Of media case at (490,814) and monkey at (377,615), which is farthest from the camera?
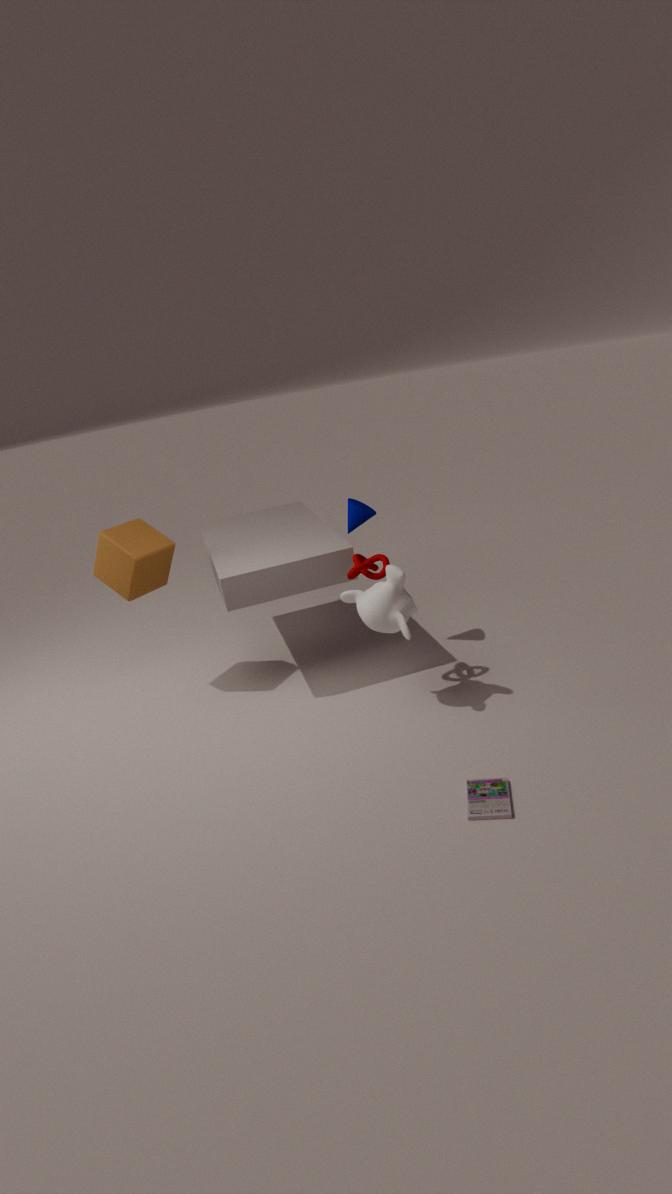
monkey at (377,615)
